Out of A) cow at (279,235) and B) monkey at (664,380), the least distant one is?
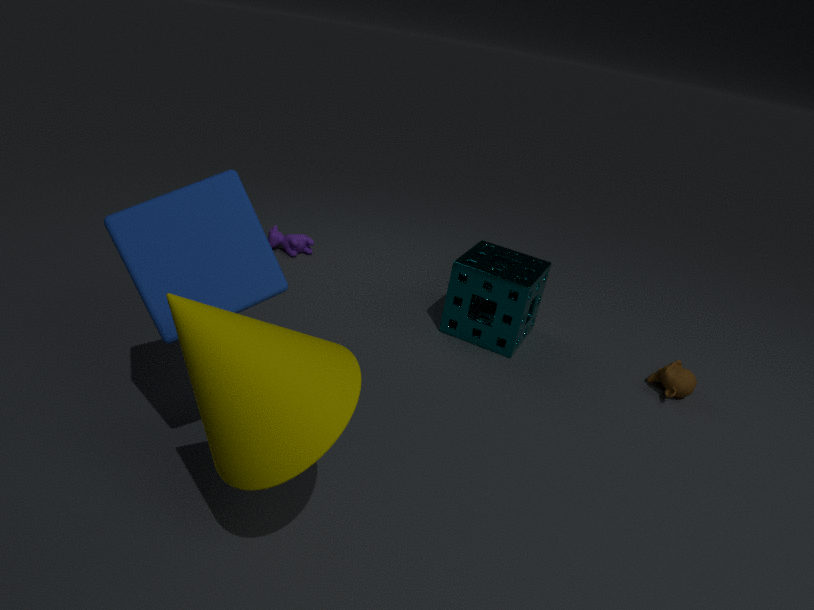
B. monkey at (664,380)
